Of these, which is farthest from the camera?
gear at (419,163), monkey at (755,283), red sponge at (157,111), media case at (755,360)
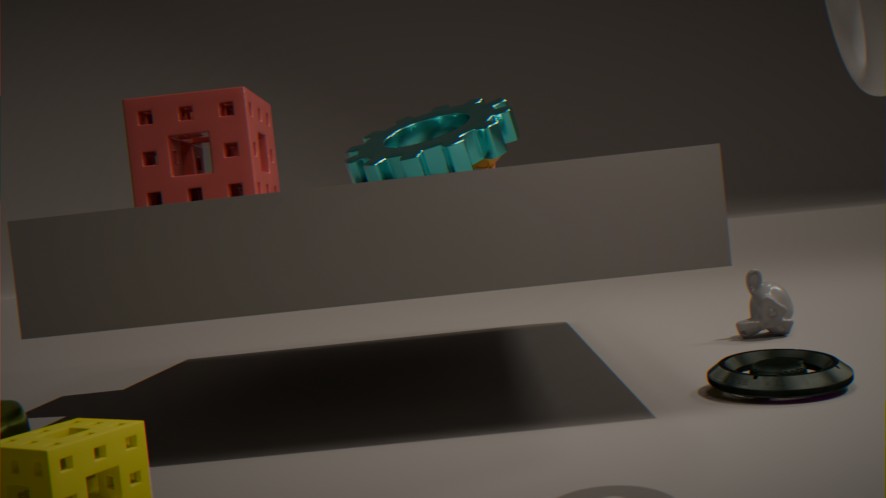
monkey at (755,283)
